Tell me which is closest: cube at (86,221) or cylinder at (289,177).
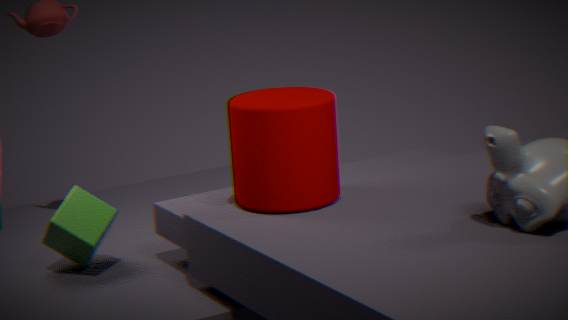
cylinder at (289,177)
